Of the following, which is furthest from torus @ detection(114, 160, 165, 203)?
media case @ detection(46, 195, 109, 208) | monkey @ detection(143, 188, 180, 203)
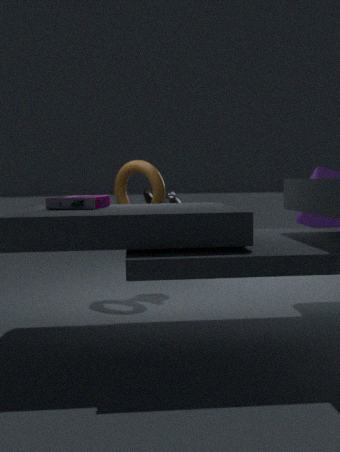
media case @ detection(46, 195, 109, 208)
